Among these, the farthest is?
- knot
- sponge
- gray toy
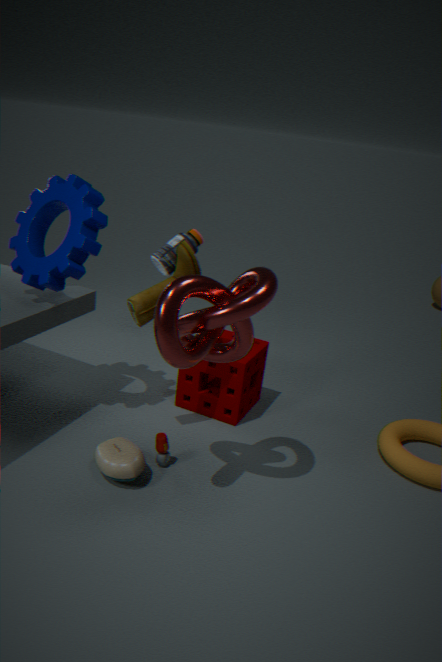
sponge
